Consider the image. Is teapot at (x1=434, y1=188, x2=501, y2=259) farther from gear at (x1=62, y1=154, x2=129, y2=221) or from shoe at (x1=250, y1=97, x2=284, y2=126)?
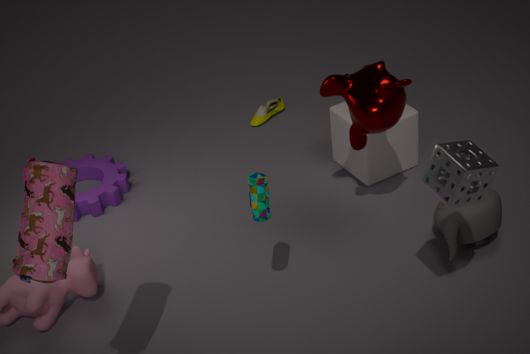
gear at (x1=62, y1=154, x2=129, y2=221)
